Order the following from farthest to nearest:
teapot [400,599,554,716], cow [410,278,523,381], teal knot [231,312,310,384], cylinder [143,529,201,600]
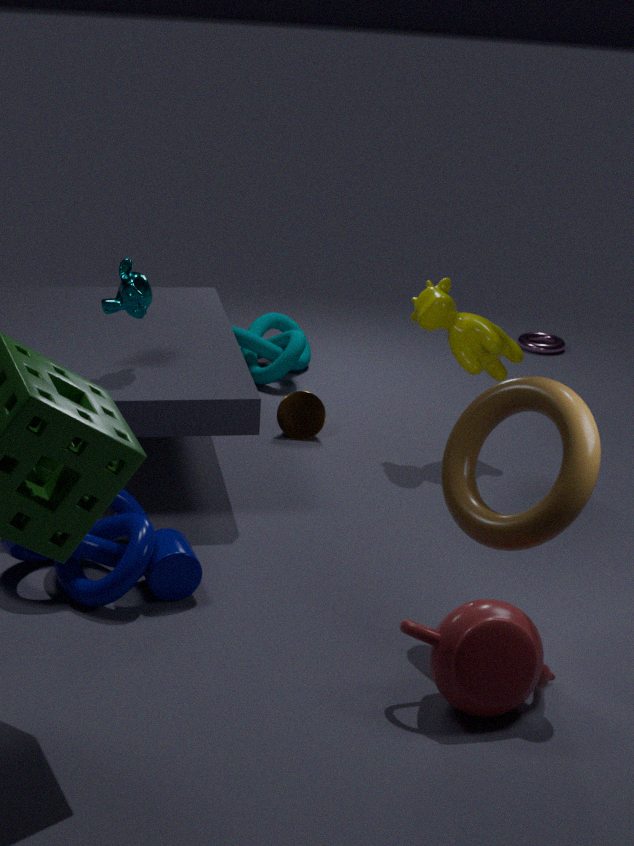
teal knot [231,312,310,384]
cow [410,278,523,381]
cylinder [143,529,201,600]
teapot [400,599,554,716]
